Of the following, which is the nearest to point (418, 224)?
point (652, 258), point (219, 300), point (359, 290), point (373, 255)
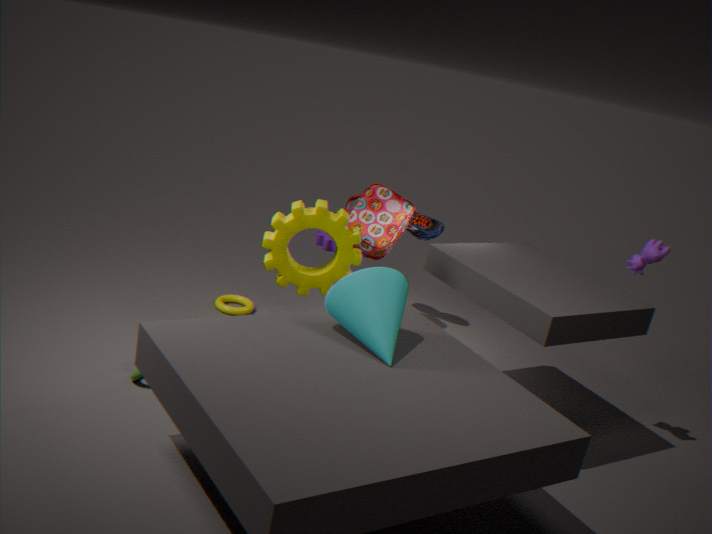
point (373, 255)
